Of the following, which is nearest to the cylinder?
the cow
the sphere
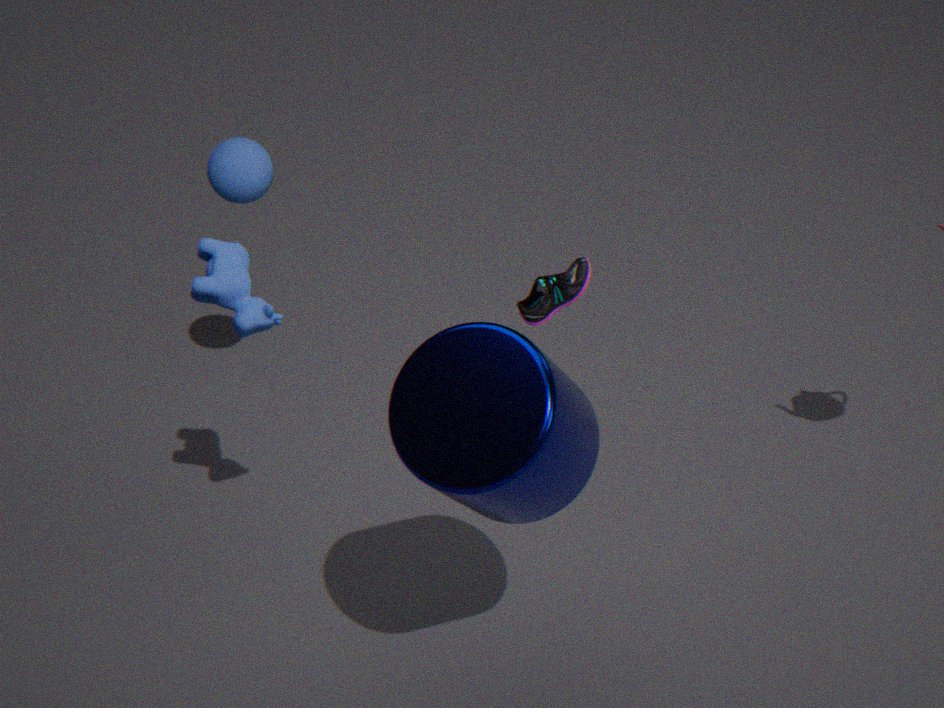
the cow
